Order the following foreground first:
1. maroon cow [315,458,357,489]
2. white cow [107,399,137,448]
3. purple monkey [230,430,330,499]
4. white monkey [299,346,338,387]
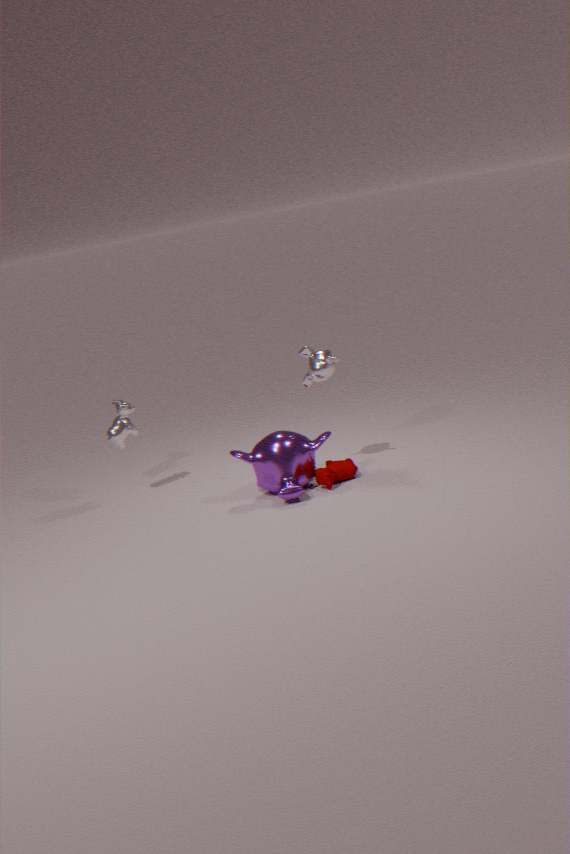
purple monkey [230,430,330,499] → maroon cow [315,458,357,489] → white monkey [299,346,338,387] → white cow [107,399,137,448]
